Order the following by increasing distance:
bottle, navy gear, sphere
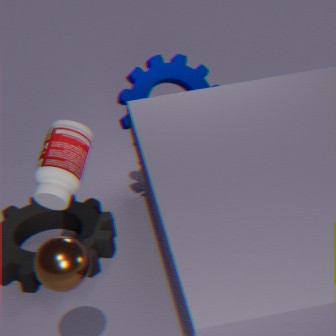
sphere
bottle
navy gear
